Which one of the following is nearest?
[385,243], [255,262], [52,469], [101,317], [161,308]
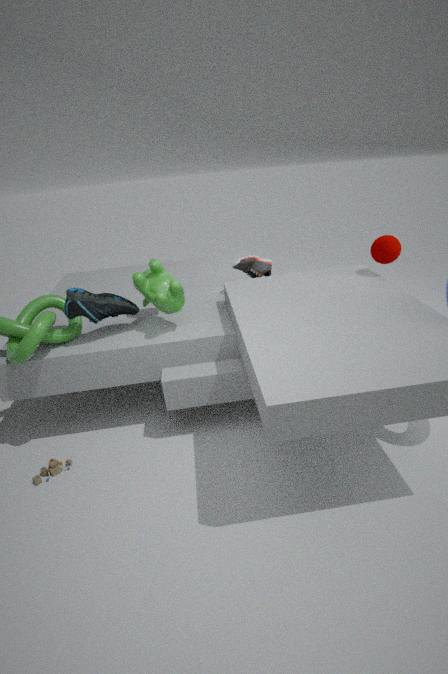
[52,469]
